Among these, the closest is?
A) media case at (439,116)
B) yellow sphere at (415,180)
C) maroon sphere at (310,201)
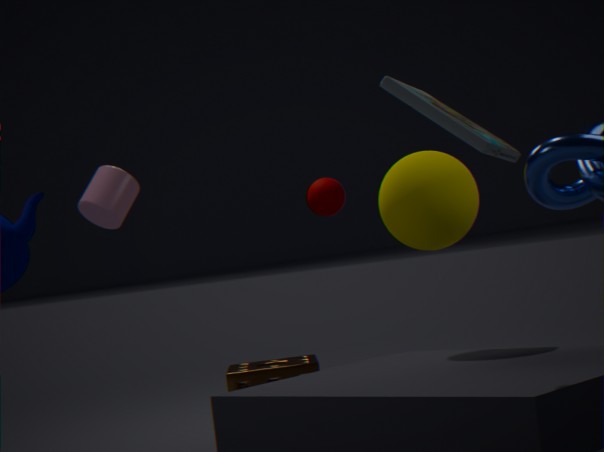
media case at (439,116)
